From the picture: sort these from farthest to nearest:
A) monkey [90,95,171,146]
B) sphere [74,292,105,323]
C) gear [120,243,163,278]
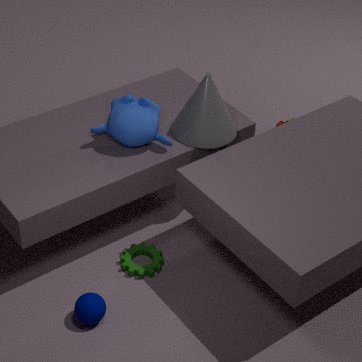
gear [120,243,163,278] < monkey [90,95,171,146] < sphere [74,292,105,323]
